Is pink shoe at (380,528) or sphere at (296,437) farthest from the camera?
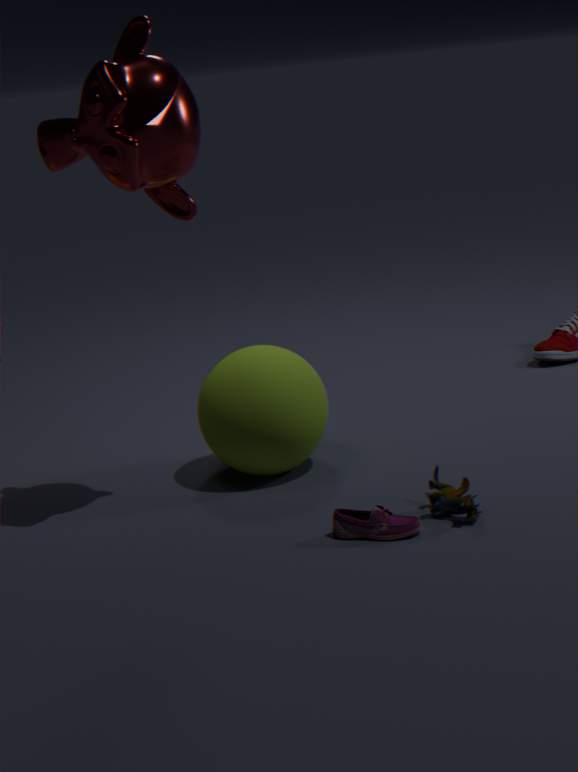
sphere at (296,437)
